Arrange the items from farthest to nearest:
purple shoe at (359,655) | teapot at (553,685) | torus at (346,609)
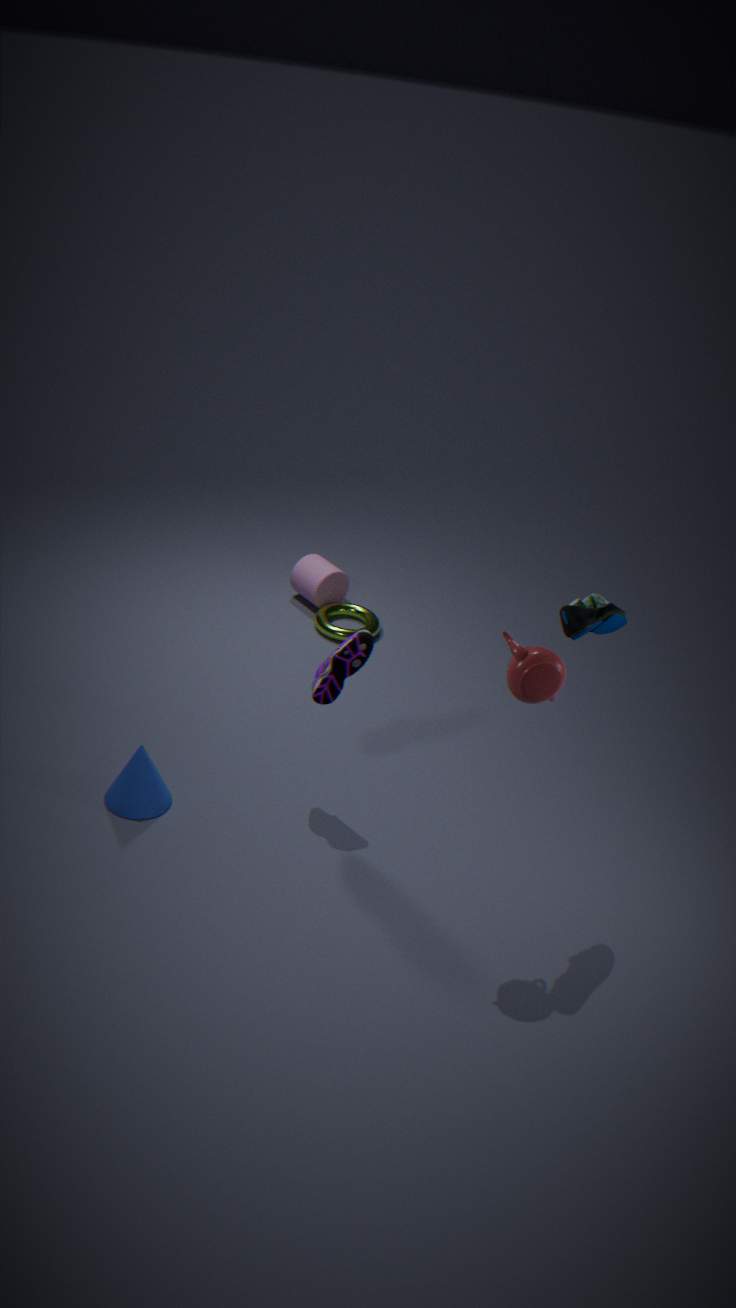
1. torus at (346,609)
2. purple shoe at (359,655)
3. teapot at (553,685)
